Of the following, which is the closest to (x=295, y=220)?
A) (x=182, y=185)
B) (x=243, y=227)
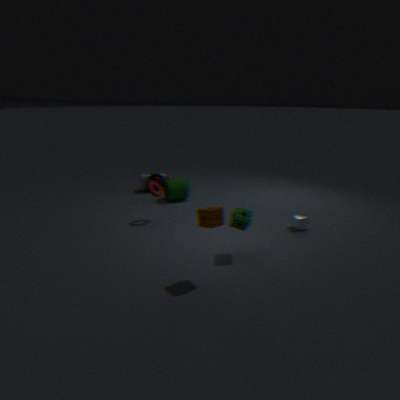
(x=243, y=227)
